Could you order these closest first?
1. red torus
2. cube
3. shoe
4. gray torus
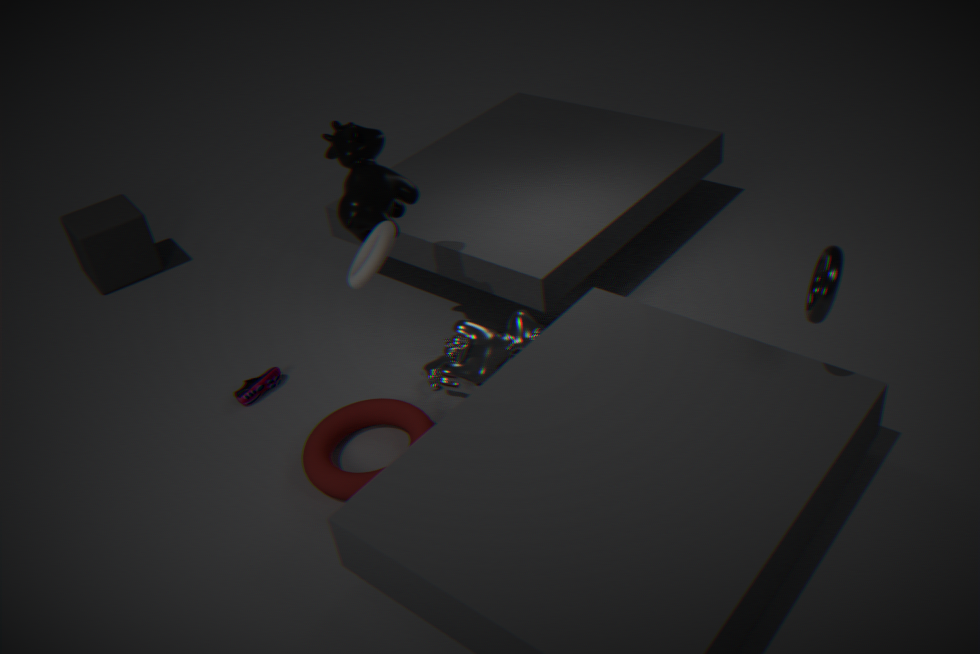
gray torus, red torus, shoe, cube
